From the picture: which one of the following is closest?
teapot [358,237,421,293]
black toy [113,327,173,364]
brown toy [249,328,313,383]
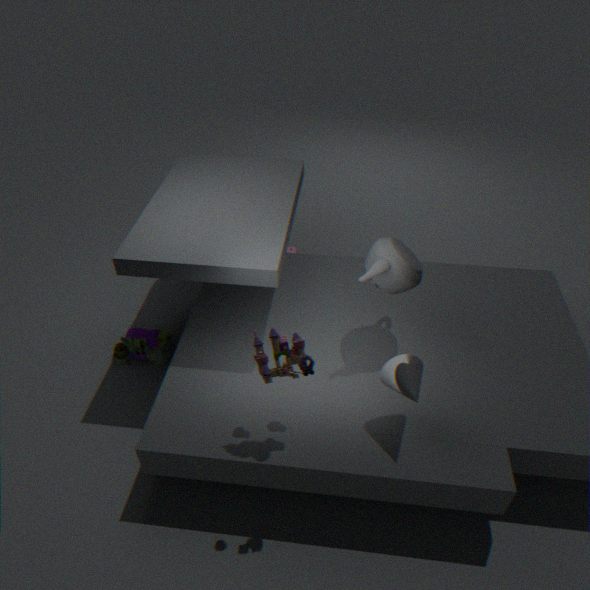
brown toy [249,328,313,383]
